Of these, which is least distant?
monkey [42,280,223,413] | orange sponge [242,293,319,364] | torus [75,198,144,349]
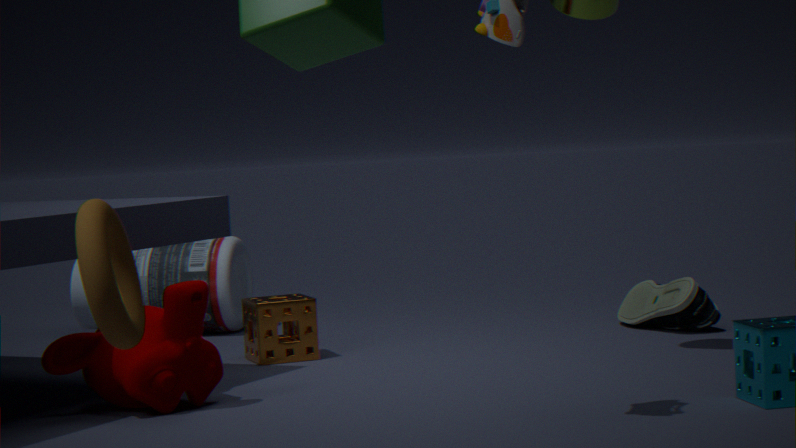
torus [75,198,144,349]
